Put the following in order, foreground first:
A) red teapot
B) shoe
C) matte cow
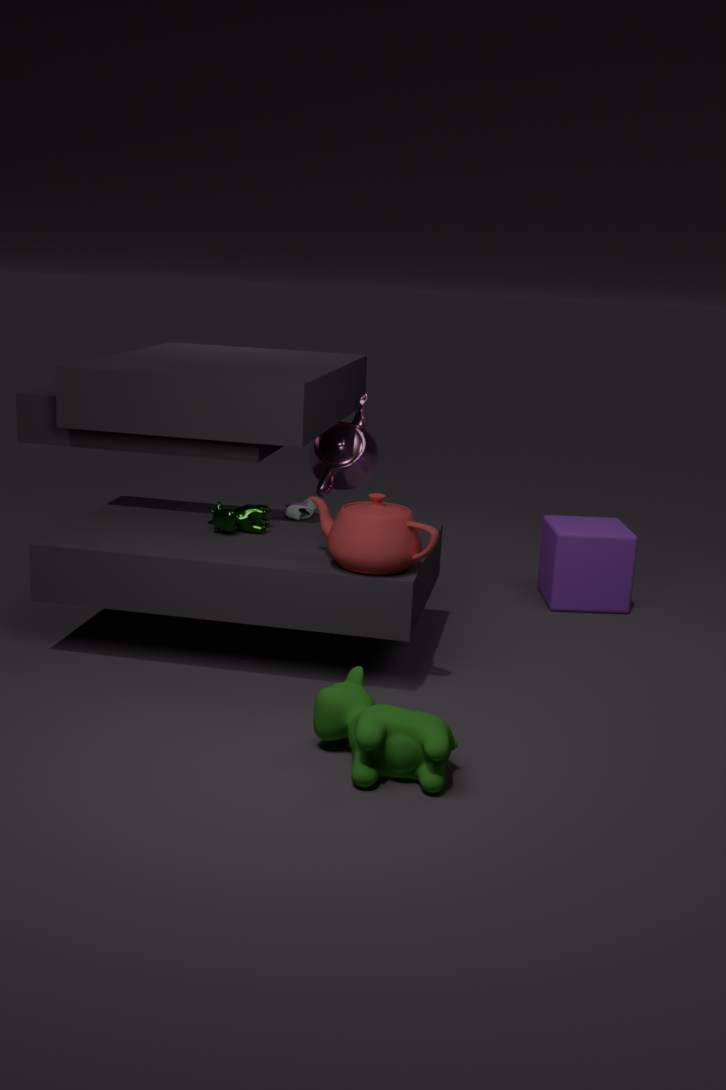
matte cow < red teapot < shoe
